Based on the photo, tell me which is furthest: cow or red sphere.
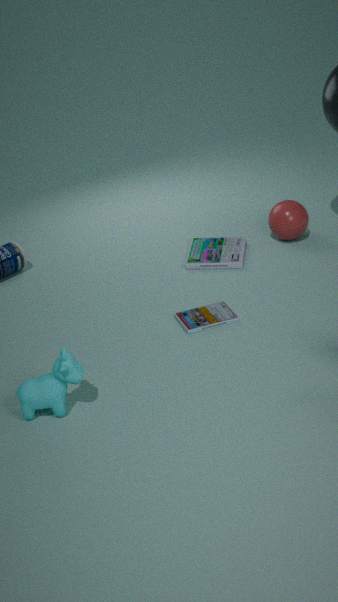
red sphere
